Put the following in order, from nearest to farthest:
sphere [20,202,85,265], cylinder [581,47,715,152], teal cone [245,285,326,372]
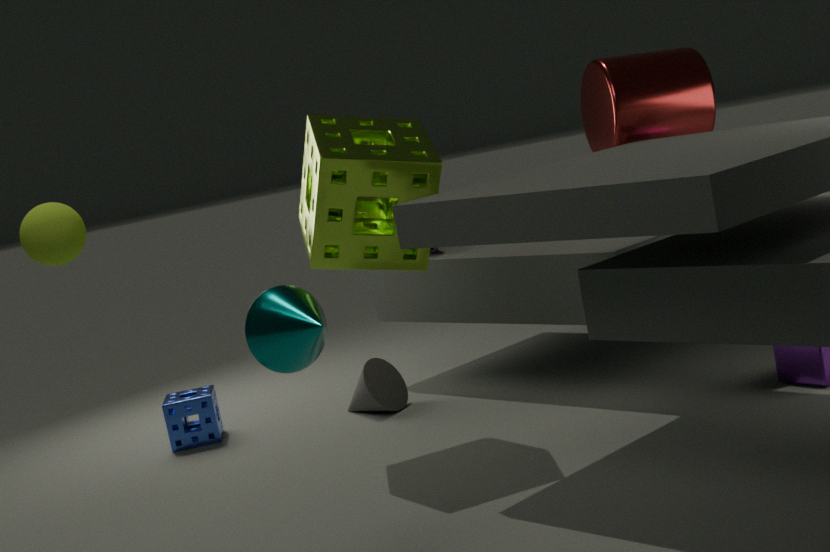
teal cone [245,285,326,372] < sphere [20,202,85,265] < cylinder [581,47,715,152]
